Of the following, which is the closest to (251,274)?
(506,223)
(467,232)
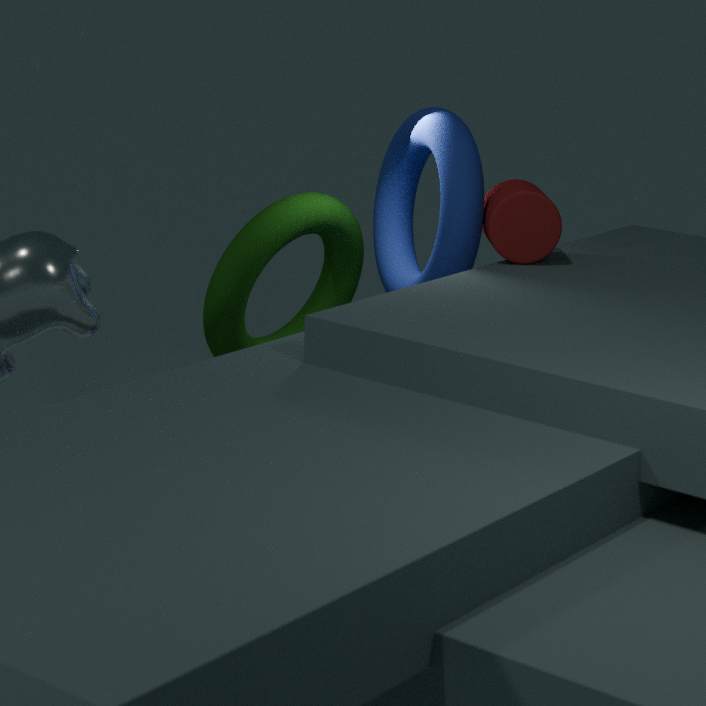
(467,232)
